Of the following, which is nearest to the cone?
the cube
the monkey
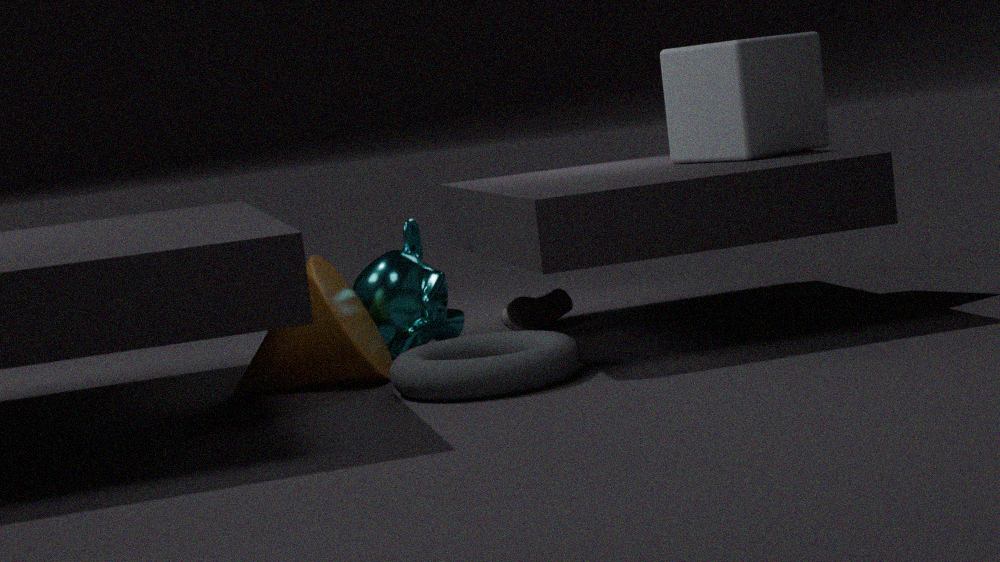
the monkey
